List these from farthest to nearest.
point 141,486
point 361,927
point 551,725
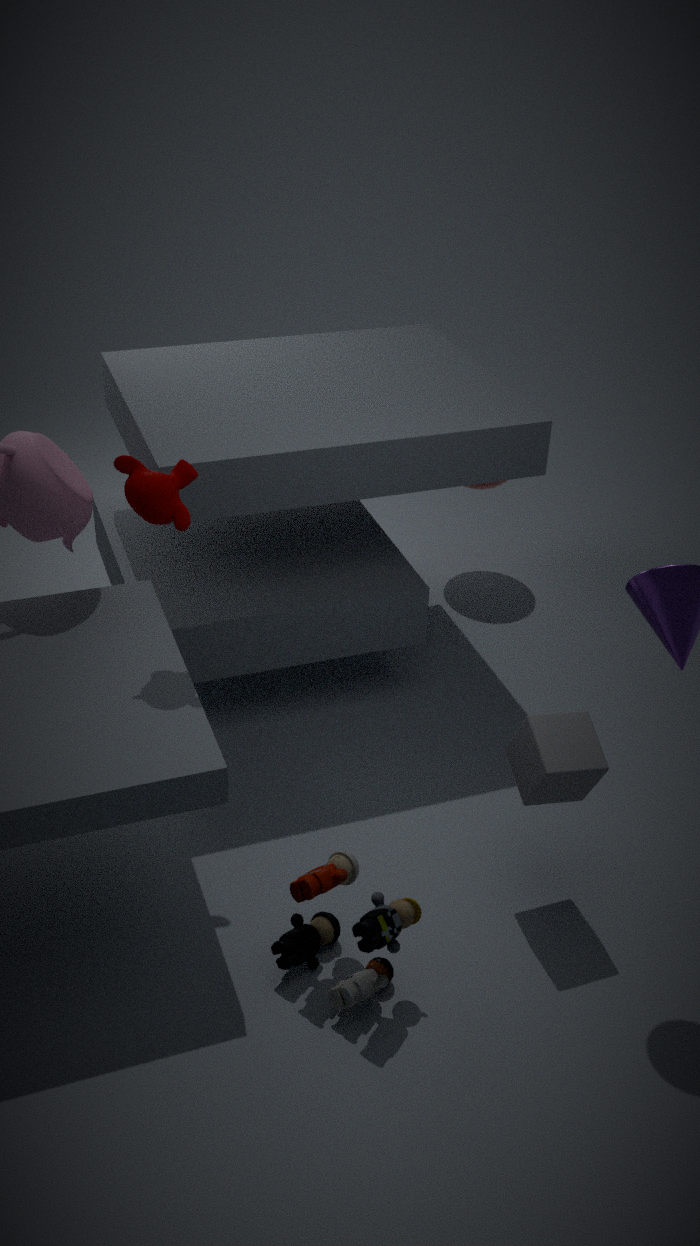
point 551,725 < point 141,486 < point 361,927
